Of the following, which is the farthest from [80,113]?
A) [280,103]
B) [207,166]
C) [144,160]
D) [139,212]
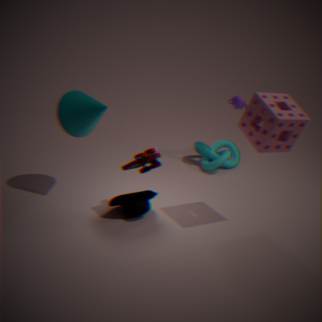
[207,166]
